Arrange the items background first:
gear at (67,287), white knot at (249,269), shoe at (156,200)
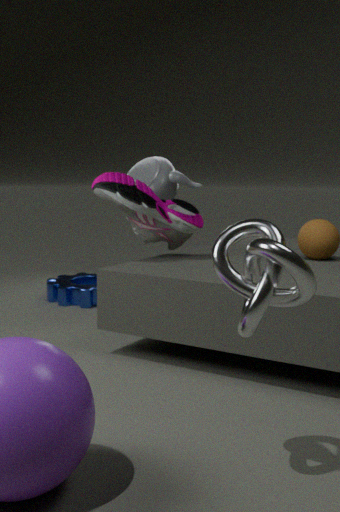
1. gear at (67,287)
2. shoe at (156,200)
3. white knot at (249,269)
